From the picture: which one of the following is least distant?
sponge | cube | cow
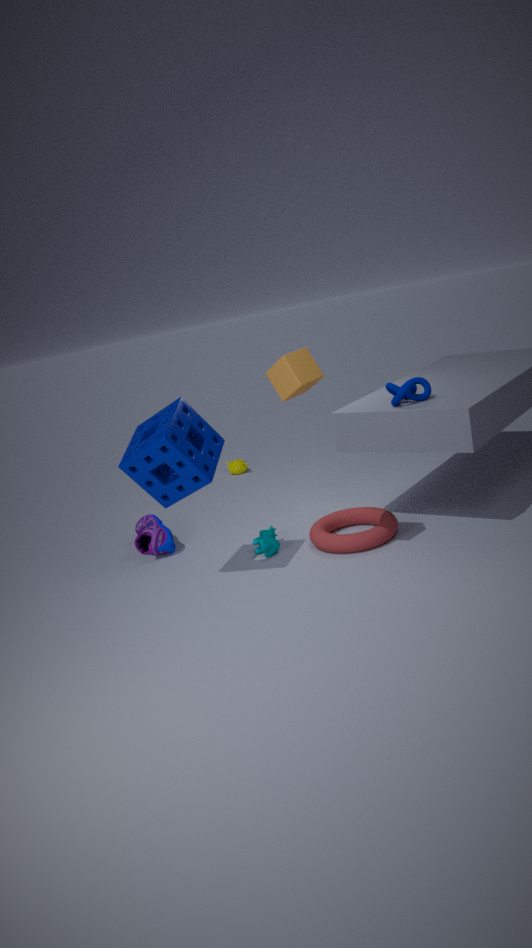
cube
